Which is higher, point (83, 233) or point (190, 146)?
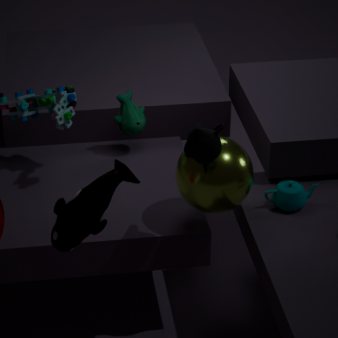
point (190, 146)
